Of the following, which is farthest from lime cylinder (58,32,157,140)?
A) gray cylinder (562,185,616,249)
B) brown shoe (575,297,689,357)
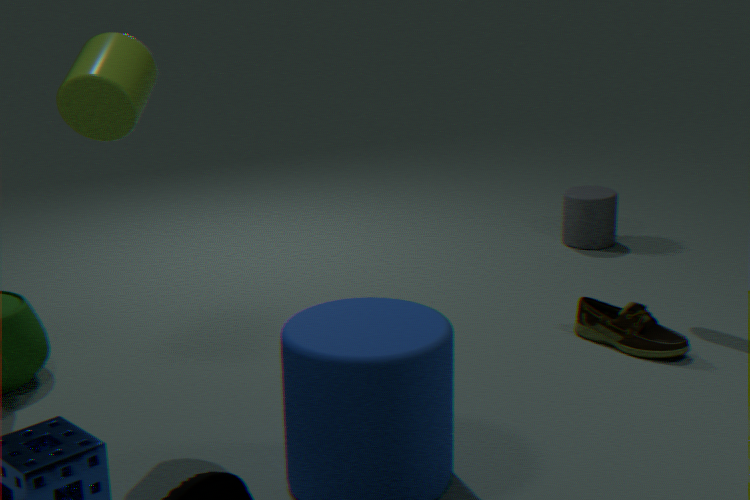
gray cylinder (562,185,616,249)
